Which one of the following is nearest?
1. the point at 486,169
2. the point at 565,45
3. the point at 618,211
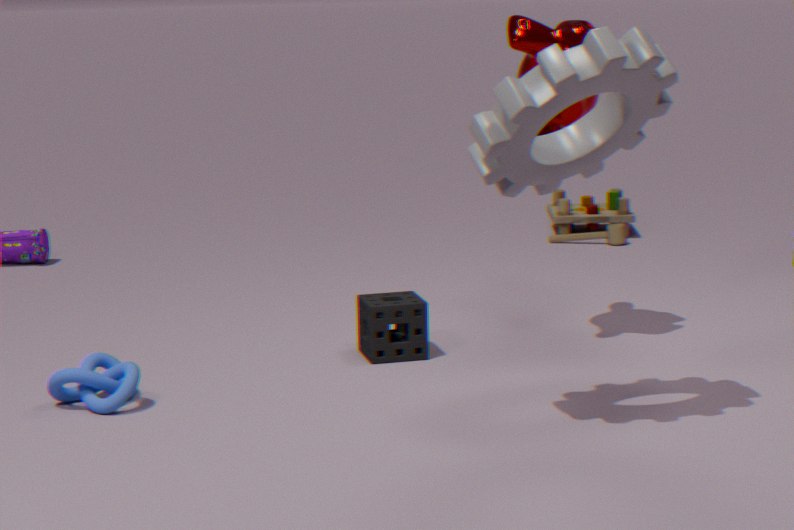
the point at 486,169
